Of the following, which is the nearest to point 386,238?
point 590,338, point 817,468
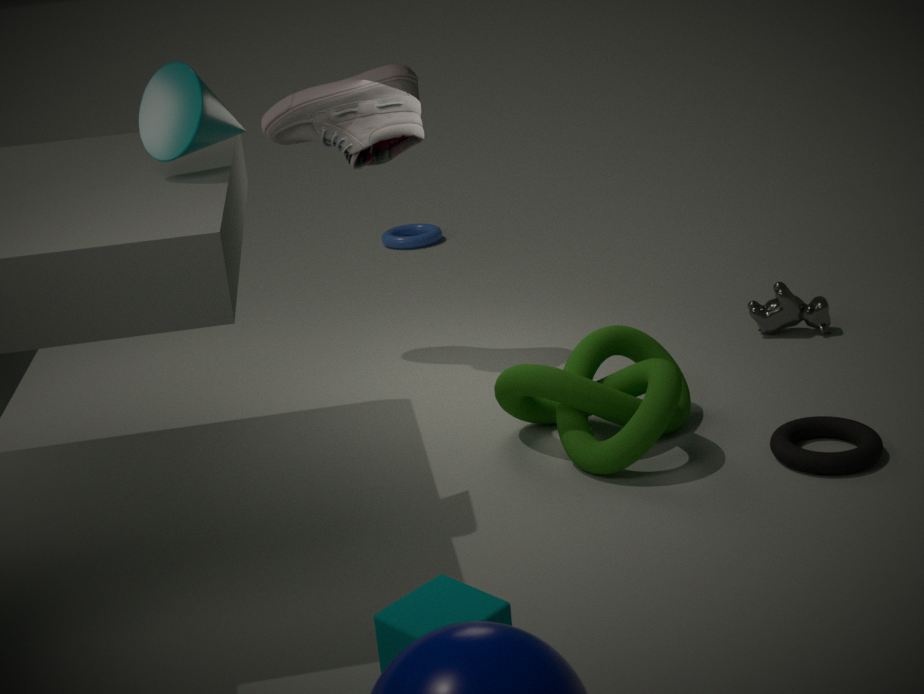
point 590,338
